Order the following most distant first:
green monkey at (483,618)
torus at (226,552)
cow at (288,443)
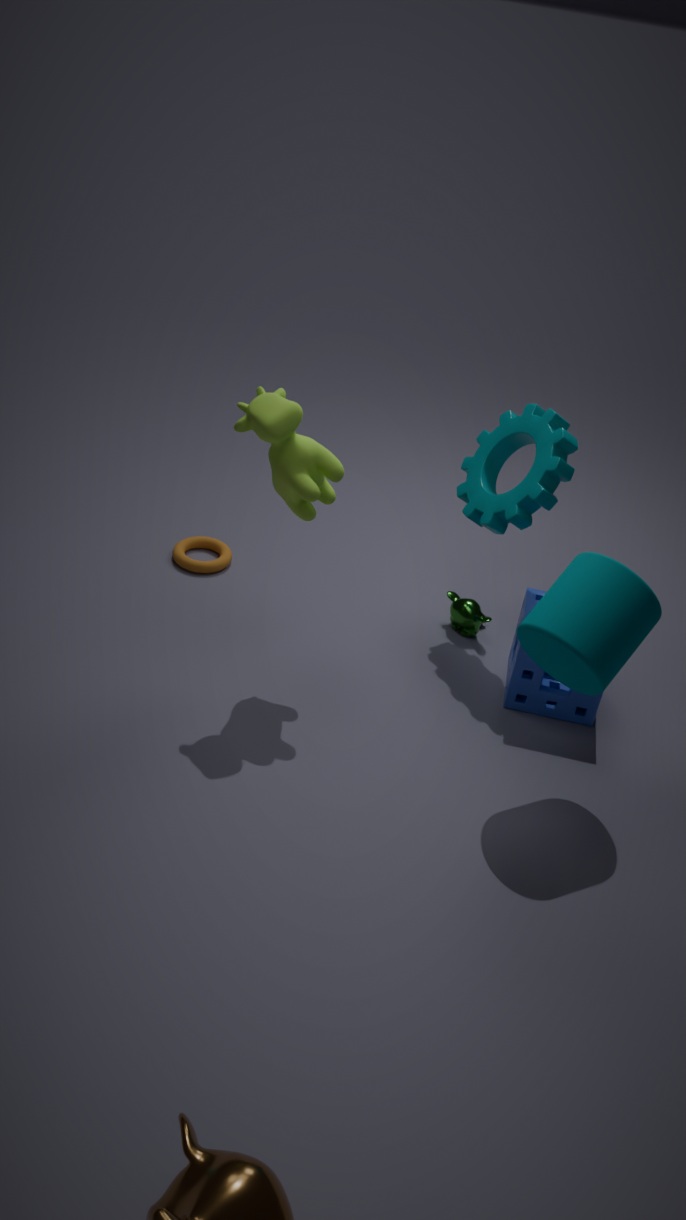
torus at (226,552), green monkey at (483,618), cow at (288,443)
